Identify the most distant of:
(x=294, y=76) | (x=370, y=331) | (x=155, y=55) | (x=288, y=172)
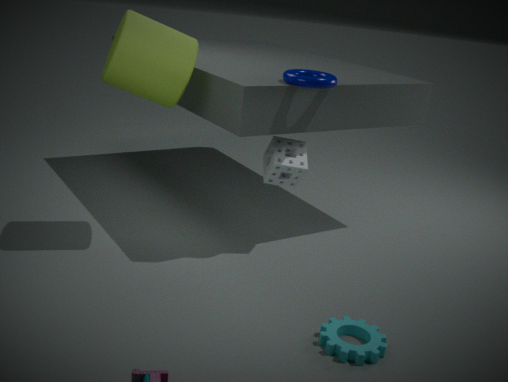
(x=288, y=172)
